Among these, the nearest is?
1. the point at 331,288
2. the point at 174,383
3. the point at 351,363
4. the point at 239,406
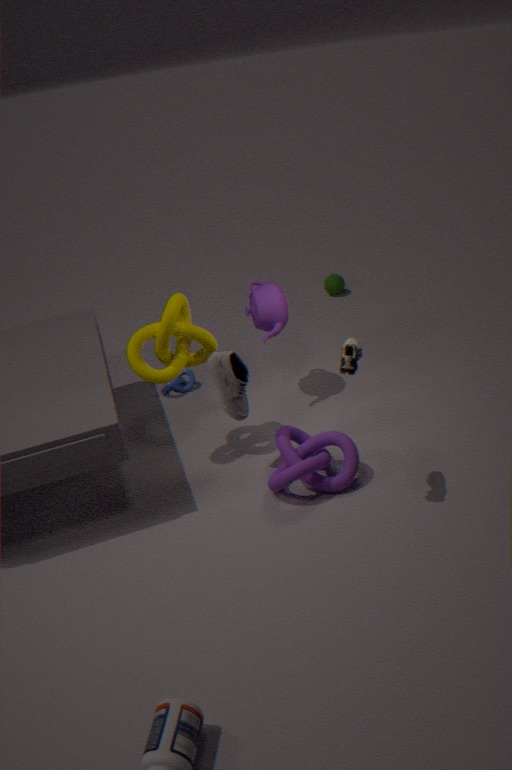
the point at 351,363
